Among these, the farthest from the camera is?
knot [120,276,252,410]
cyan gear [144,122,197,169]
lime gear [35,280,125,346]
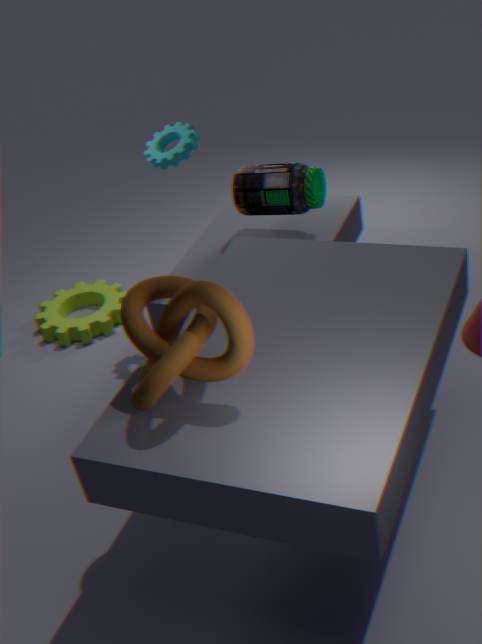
lime gear [35,280,125,346]
